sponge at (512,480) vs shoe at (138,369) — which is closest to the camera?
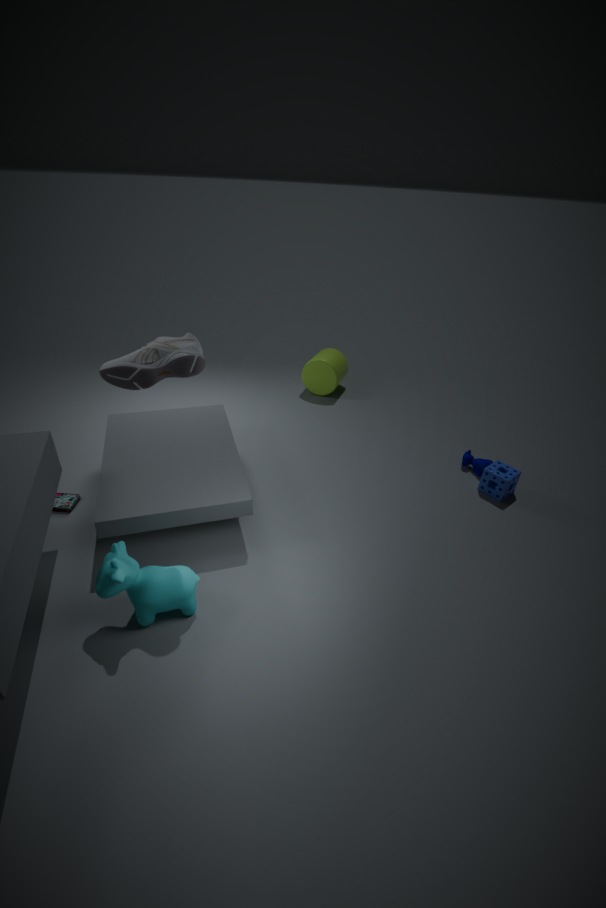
shoe at (138,369)
